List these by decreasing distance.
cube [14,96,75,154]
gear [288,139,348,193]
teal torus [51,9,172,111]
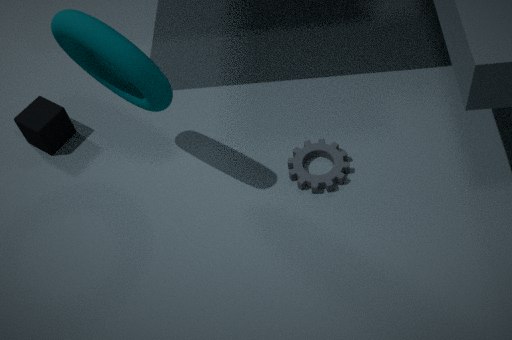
1. cube [14,96,75,154]
2. gear [288,139,348,193]
3. teal torus [51,9,172,111]
